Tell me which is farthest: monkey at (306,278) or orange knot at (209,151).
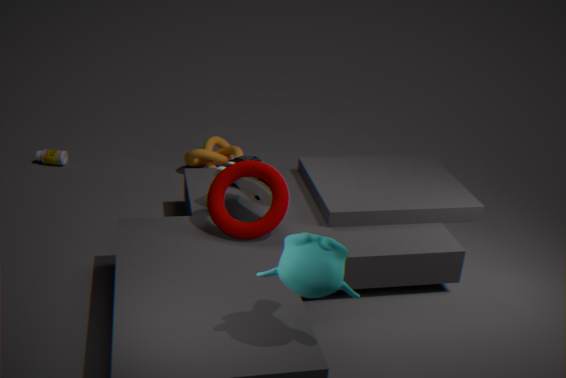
orange knot at (209,151)
